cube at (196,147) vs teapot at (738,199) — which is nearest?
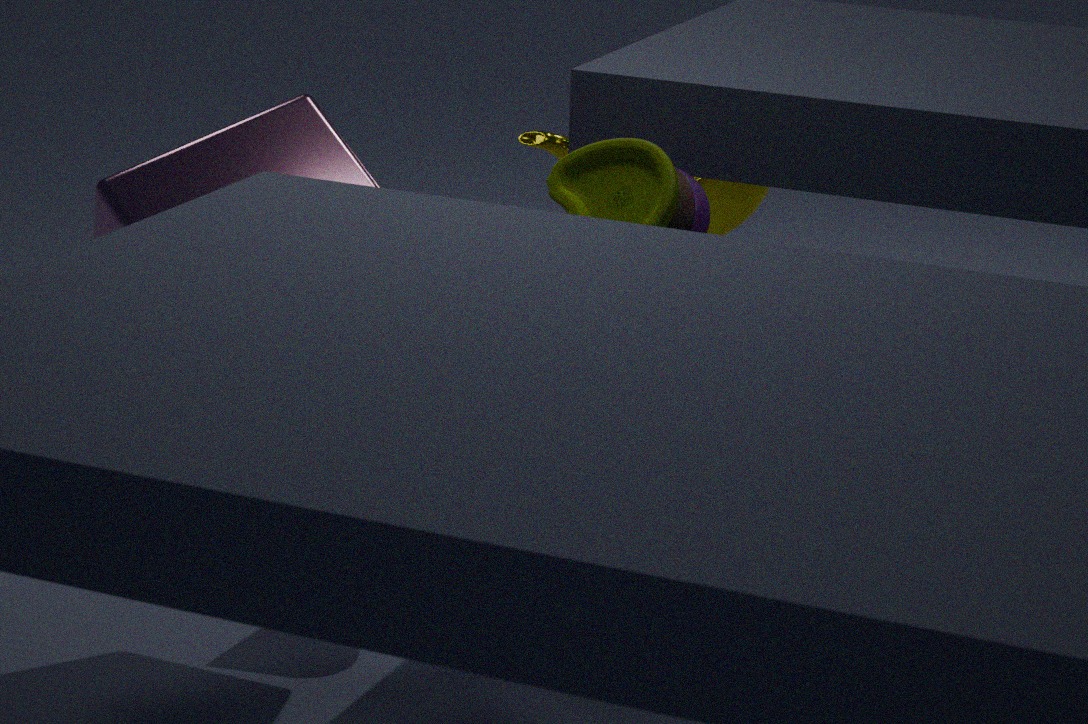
cube at (196,147)
